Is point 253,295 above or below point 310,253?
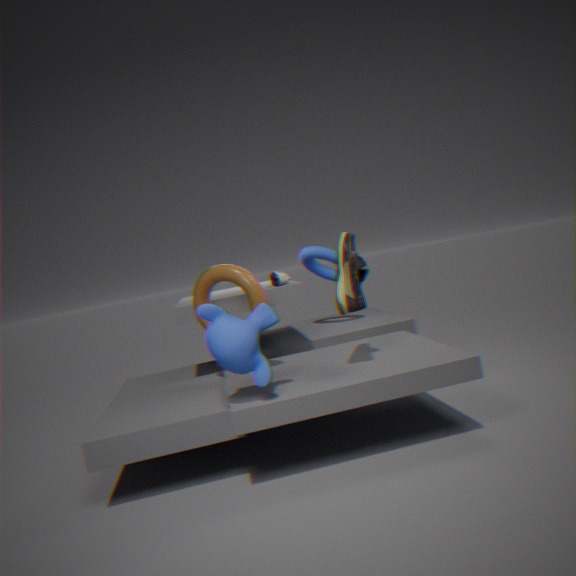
below
